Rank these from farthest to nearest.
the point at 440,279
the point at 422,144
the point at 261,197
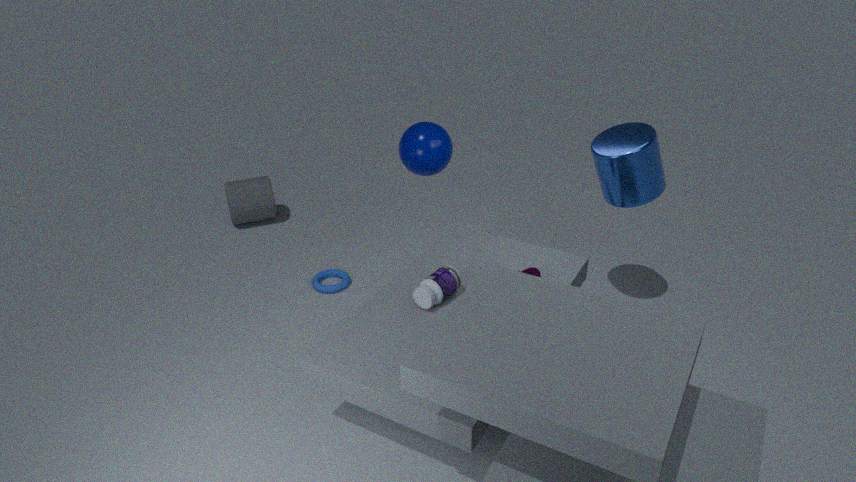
the point at 261,197 < the point at 422,144 < the point at 440,279
